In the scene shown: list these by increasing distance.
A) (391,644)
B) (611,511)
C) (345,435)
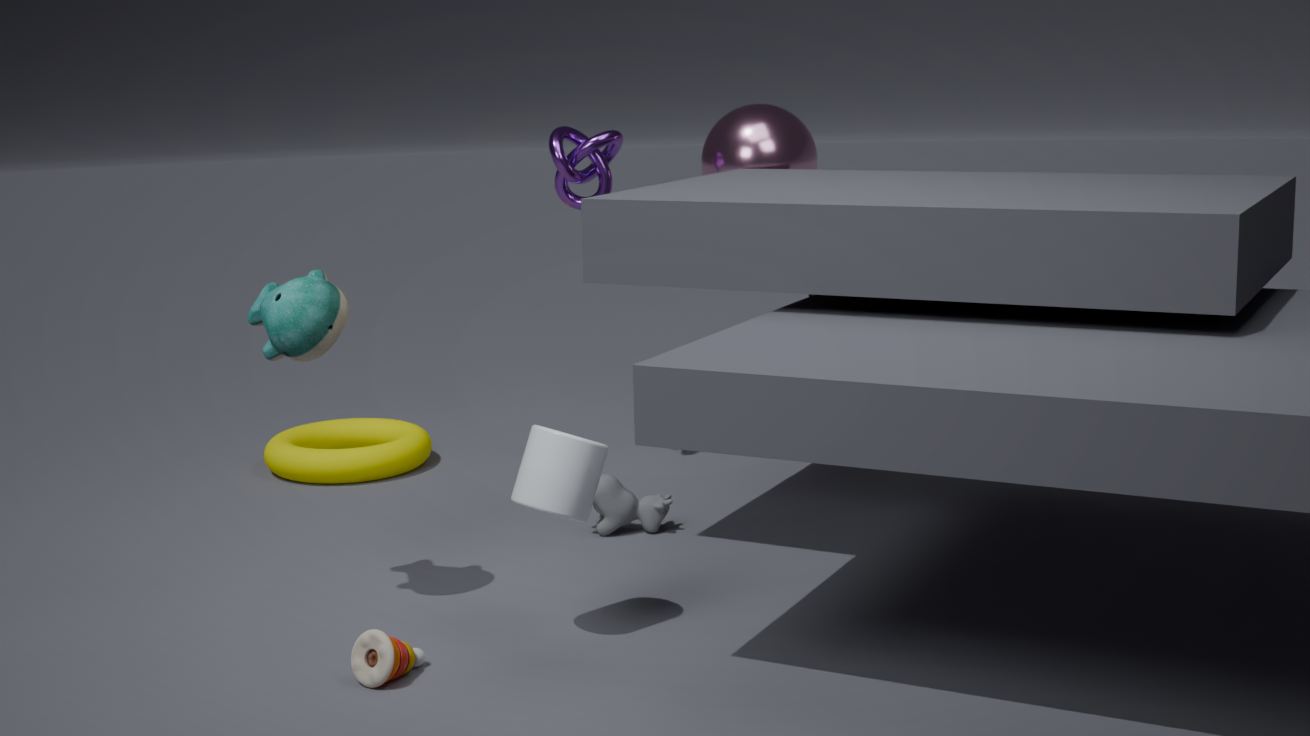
(391,644), (611,511), (345,435)
